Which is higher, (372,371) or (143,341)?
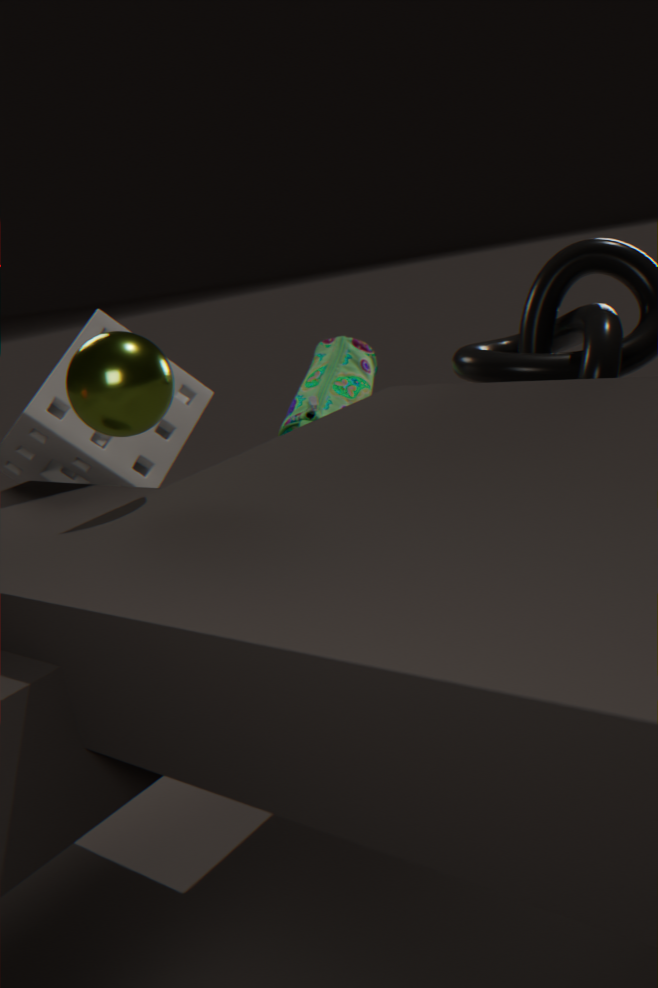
(143,341)
